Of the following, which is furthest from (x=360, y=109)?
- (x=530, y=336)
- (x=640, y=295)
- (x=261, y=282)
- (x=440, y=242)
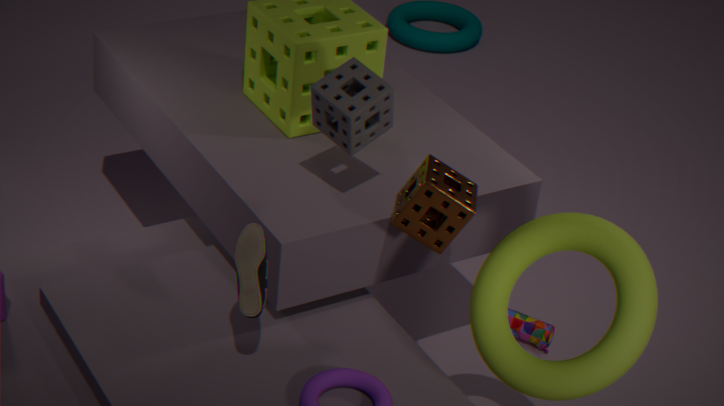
(x=530, y=336)
